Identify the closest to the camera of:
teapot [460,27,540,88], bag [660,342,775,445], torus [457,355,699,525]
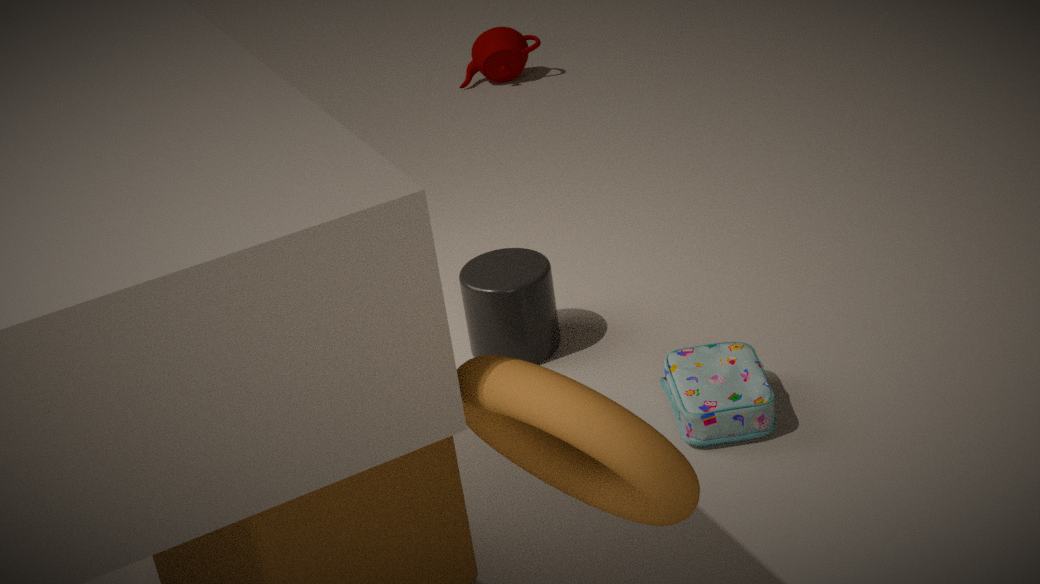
torus [457,355,699,525]
